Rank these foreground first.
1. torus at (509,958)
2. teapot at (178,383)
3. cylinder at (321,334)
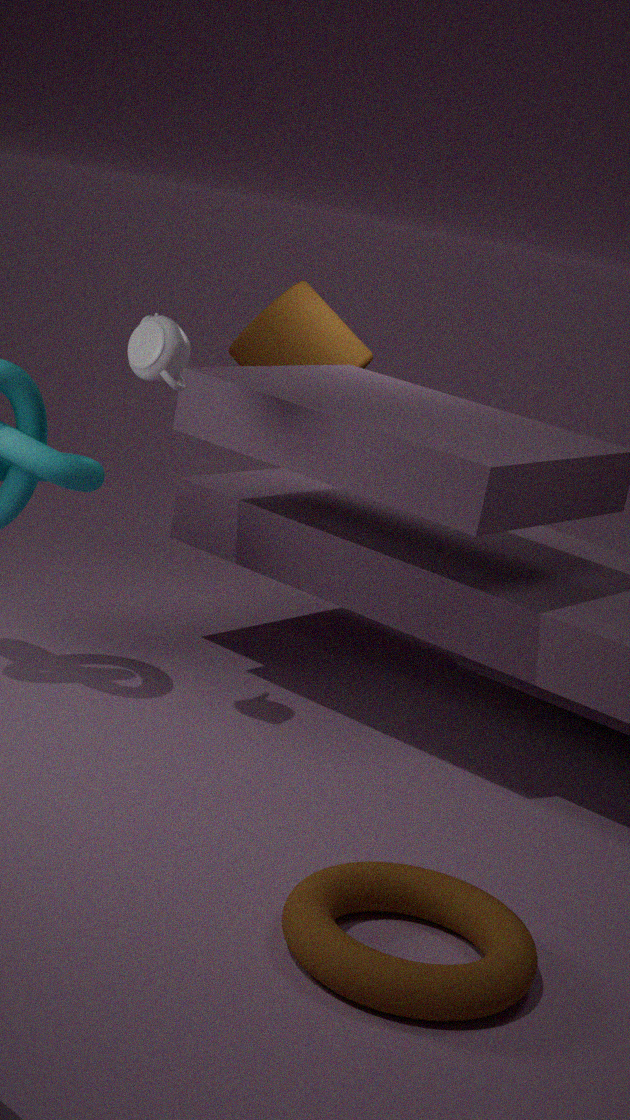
torus at (509,958) → teapot at (178,383) → cylinder at (321,334)
